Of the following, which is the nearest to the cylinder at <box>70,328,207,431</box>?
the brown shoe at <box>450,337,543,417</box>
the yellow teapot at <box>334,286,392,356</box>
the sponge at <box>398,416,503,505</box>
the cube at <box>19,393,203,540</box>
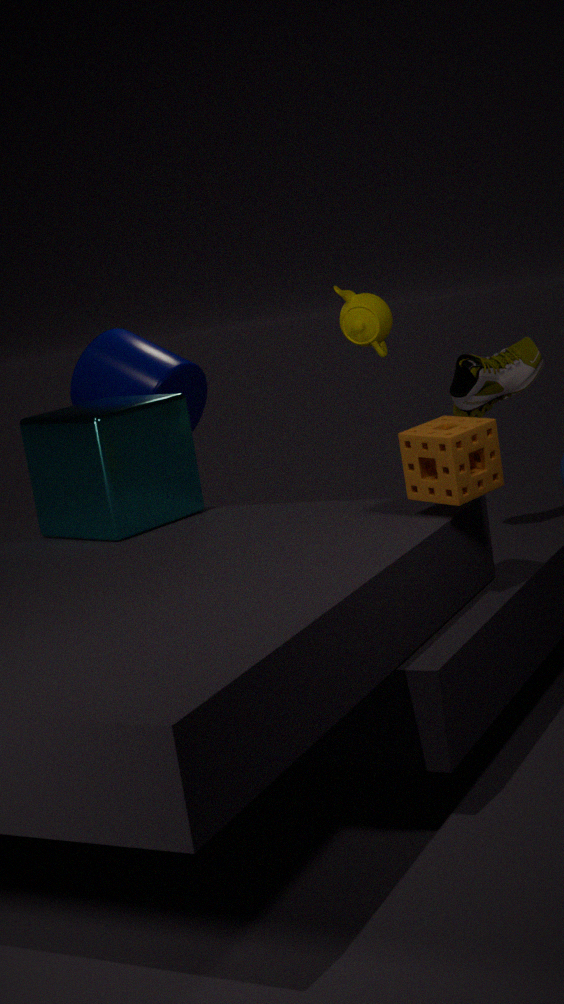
the cube at <box>19,393,203,540</box>
